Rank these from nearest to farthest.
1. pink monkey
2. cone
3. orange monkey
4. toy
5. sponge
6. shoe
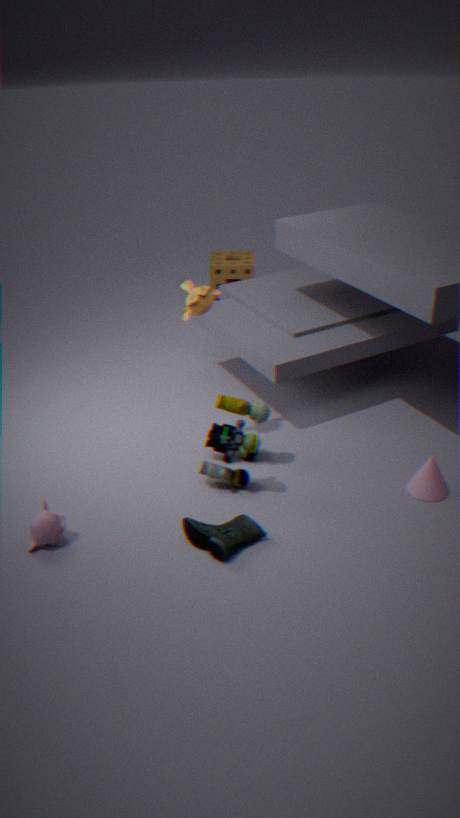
1. shoe
2. pink monkey
3. toy
4. cone
5. orange monkey
6. sponge
